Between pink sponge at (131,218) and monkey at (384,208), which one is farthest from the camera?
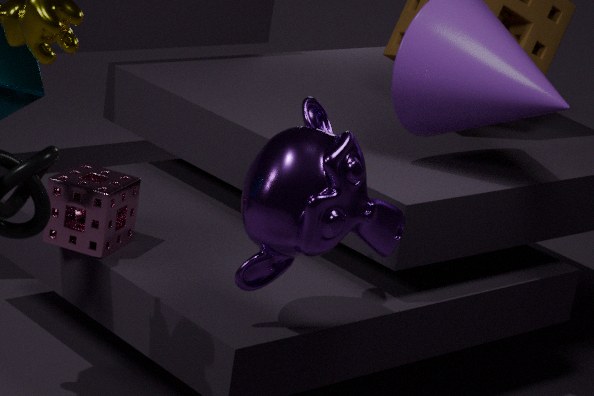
pink sponge at (131,218)
